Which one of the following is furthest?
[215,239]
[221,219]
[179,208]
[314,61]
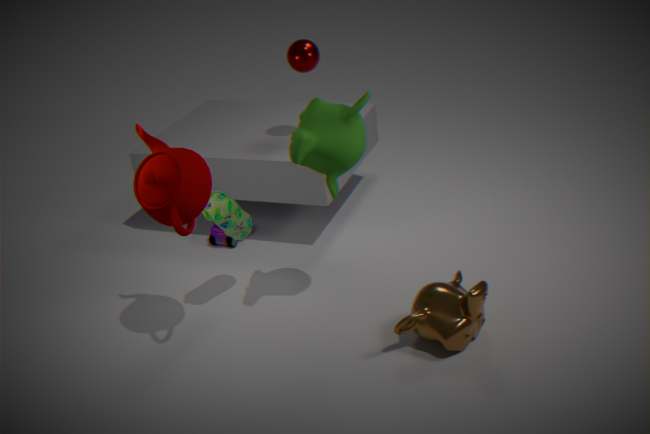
[215,239]
